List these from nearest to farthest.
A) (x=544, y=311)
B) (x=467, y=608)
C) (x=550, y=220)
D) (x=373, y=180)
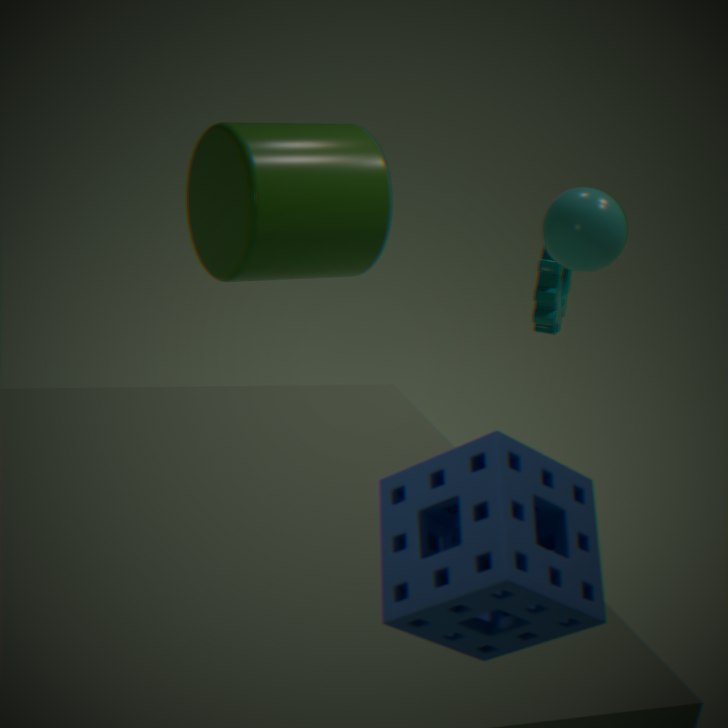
1. (x=467, y=608)
2. (x=550, y=220)
3. (x=373, y=180)
4. (x=544, y=311)
